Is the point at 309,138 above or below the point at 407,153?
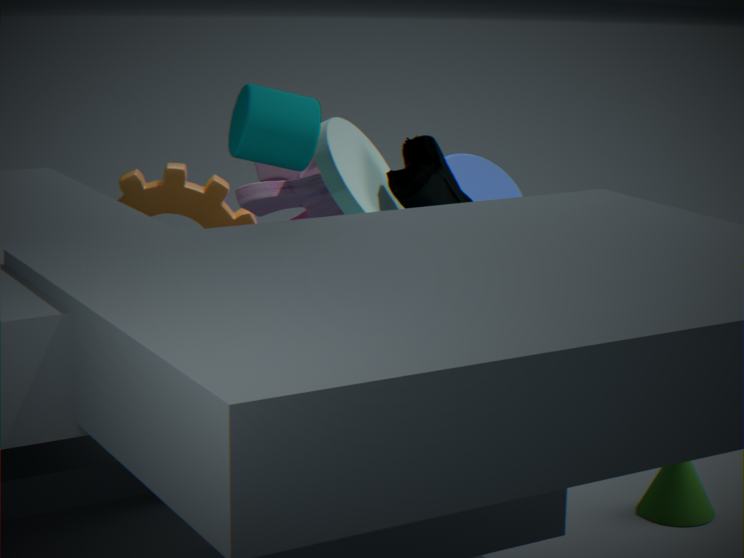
above
